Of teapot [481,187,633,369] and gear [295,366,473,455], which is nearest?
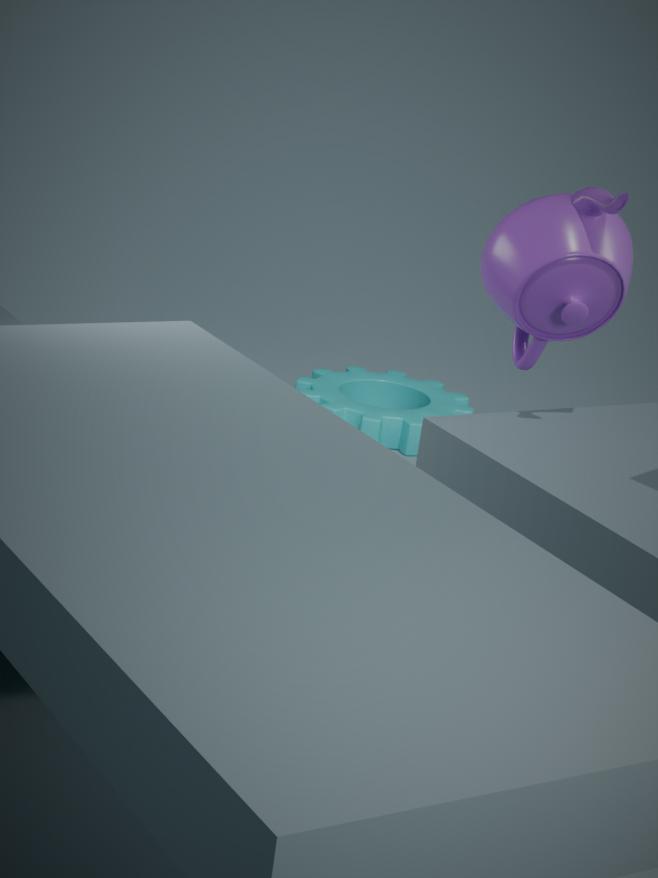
teapot [481,187,633,369]
